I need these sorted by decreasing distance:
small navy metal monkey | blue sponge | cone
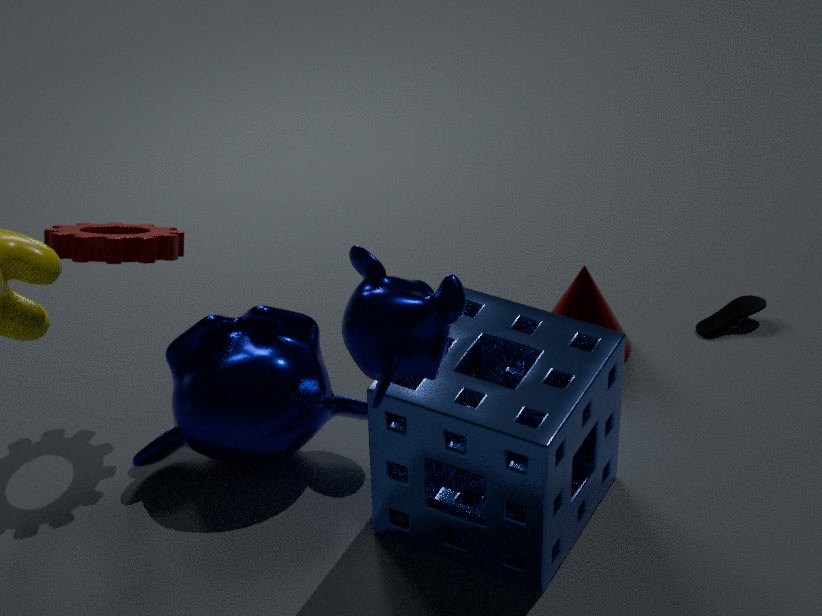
cone → blue sponge → small navy metal monkey
